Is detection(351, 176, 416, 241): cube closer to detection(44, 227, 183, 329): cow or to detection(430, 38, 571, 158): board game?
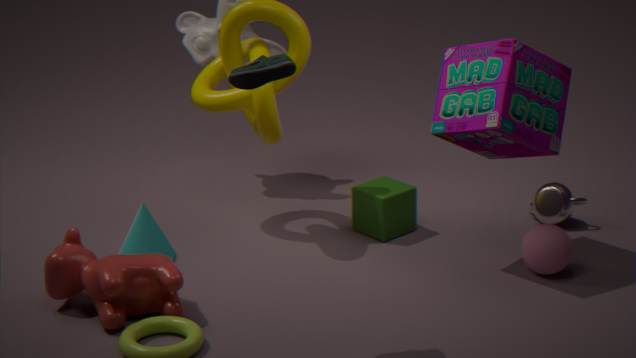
detection(430, 38, 571, 158): board game
